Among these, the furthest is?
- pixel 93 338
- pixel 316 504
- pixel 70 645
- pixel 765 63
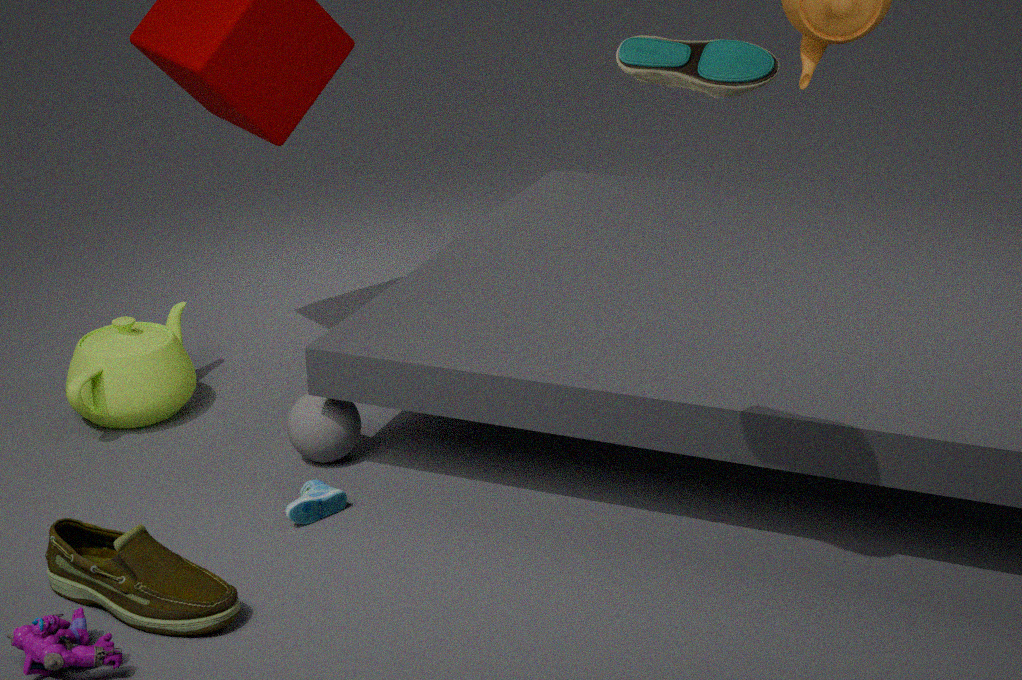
pixel 93 338
